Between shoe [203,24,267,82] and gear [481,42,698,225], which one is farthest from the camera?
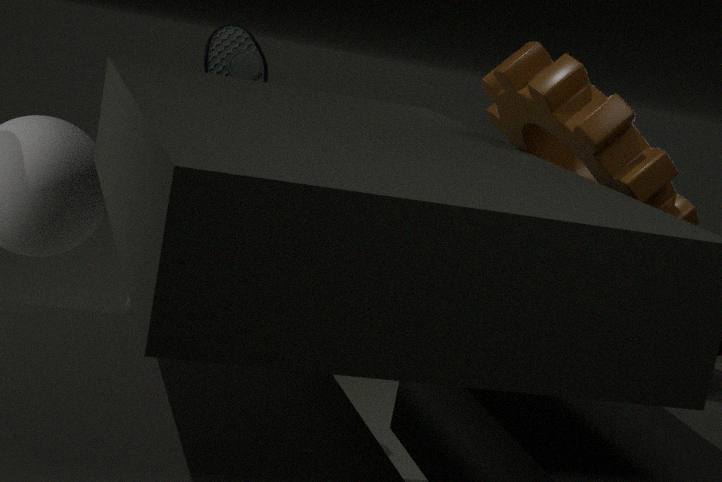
shoe [203,24,267,82]
